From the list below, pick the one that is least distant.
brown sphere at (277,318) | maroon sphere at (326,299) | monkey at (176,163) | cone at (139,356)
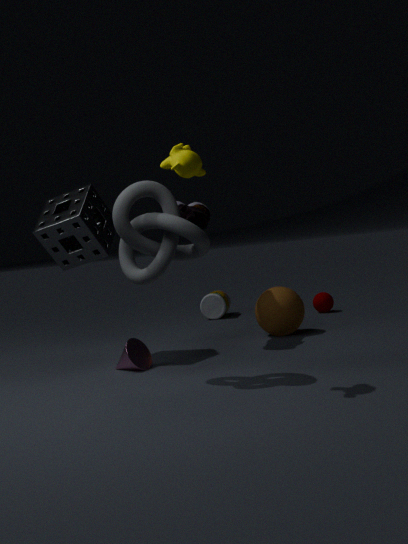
monkey at (176,163)
